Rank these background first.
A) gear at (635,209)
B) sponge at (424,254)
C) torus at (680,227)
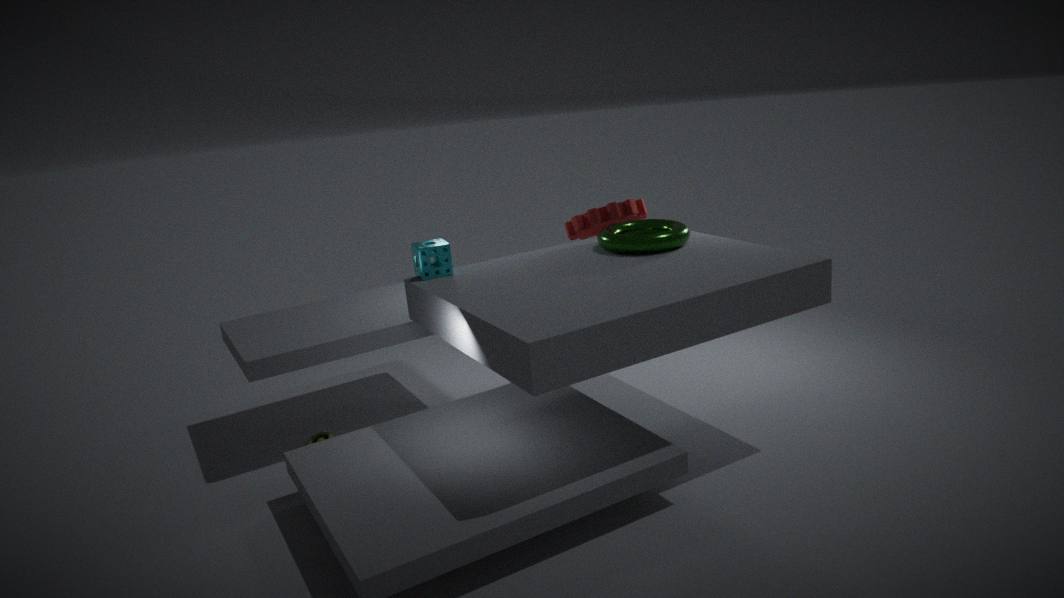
gear at (635,209) < torus at (680,227) < sponge at (424,254)
